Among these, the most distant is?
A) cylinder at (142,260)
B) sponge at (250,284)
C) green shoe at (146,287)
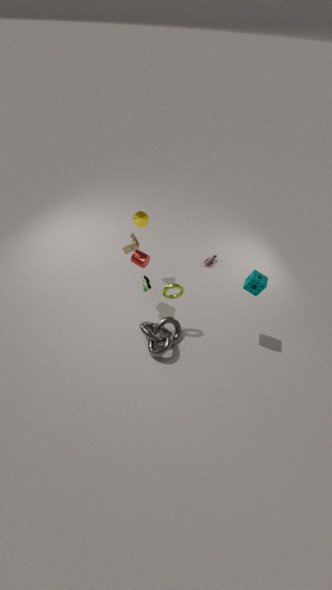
green shoe at (146,287)
